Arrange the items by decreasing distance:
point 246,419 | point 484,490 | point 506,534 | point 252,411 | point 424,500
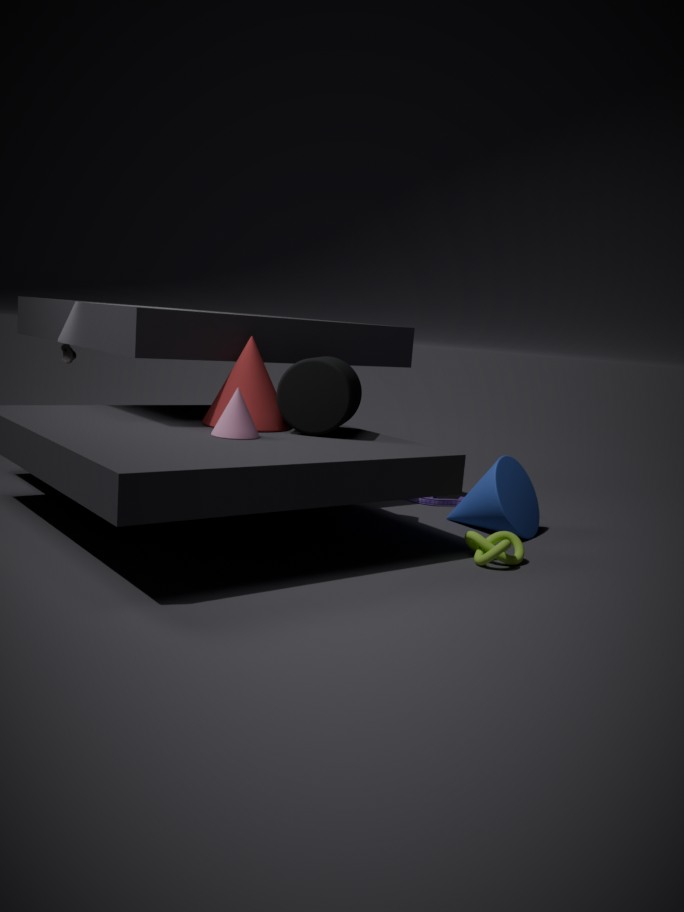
point 424,500 < point 484,490 < point 252,411 < point 506,534 < point 246,419
